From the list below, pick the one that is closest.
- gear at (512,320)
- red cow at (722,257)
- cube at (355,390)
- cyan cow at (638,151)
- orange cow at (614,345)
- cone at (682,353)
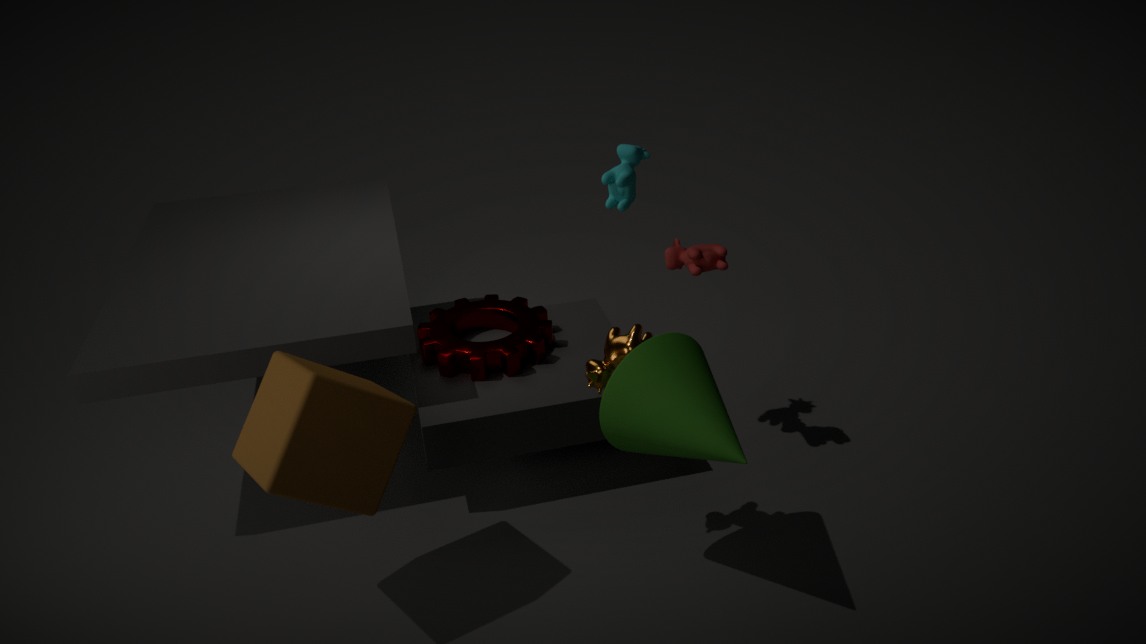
cube at (355,390)
